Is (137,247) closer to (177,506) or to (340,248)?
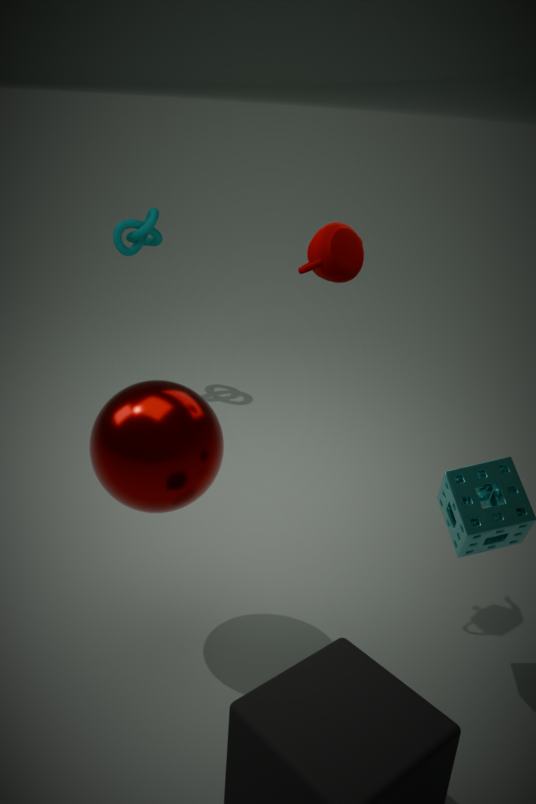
(340,248)
